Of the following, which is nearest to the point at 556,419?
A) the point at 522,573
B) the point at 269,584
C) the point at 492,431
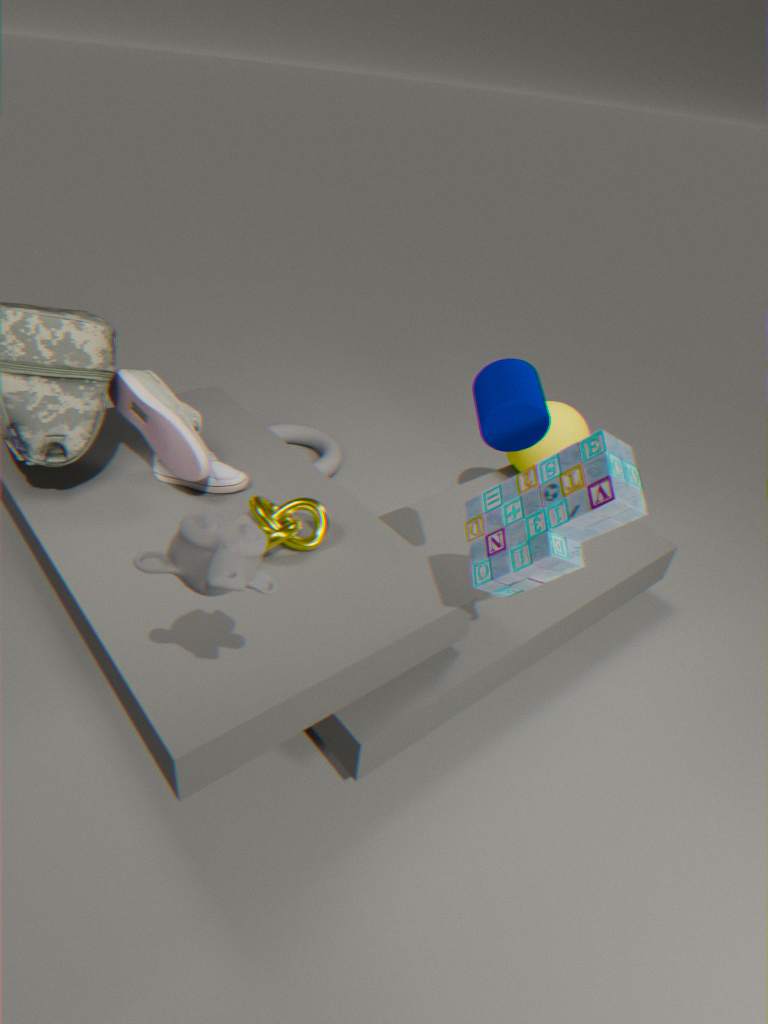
the point at 492,431
